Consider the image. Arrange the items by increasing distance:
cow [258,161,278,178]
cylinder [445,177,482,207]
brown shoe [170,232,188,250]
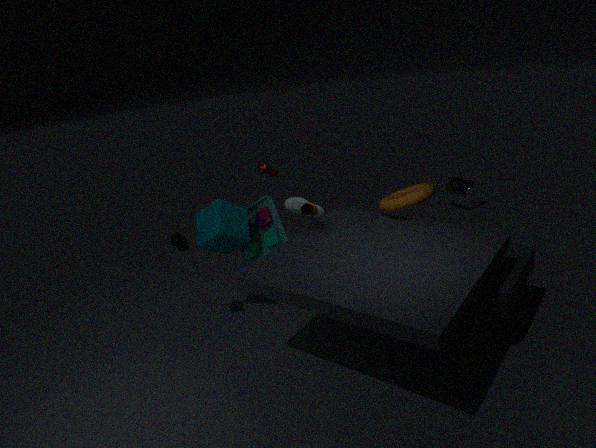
1. brown shoe [170,232,188,250]
2. cow [258,161,278,178]
3. cylinder [445,177,482,207]
